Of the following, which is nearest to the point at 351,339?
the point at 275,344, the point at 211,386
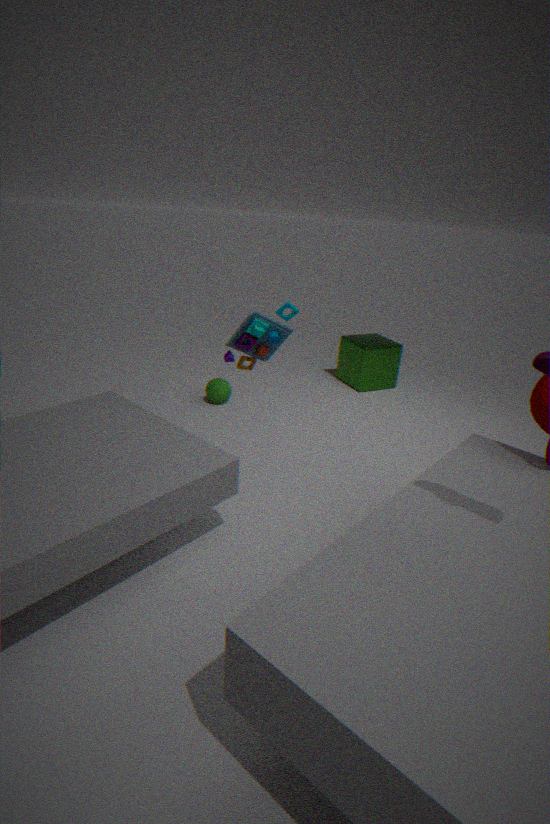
the point at 211,386
